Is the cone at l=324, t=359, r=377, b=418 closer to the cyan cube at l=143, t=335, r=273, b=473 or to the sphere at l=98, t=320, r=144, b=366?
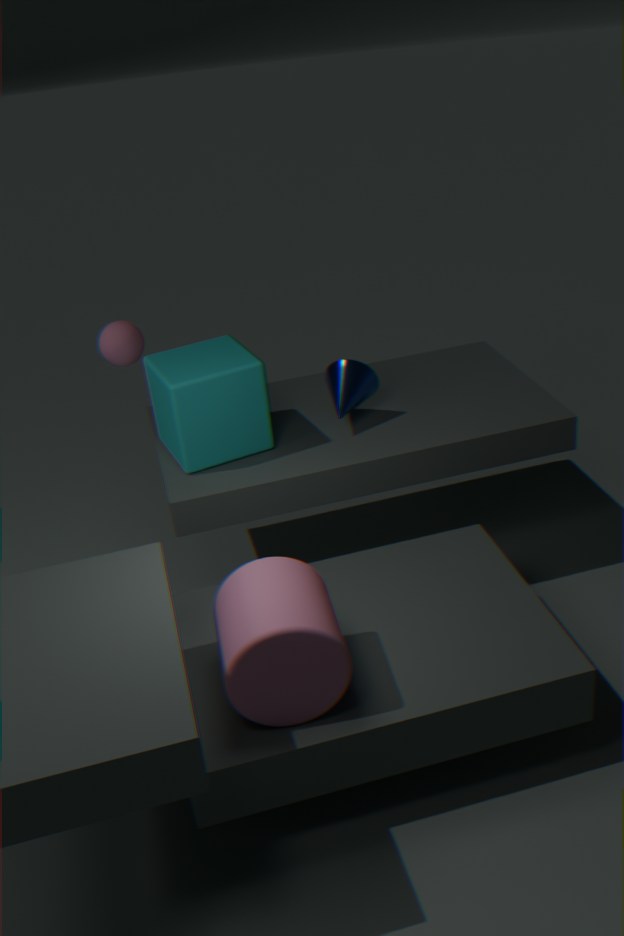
the cyan cube at l=143, t=335, r=273, b=473
